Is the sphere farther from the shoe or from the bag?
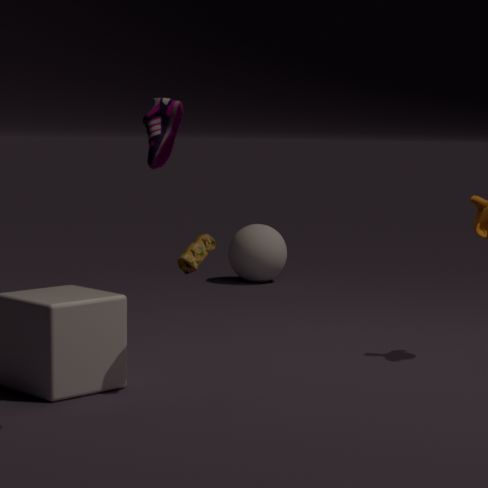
the shoe
